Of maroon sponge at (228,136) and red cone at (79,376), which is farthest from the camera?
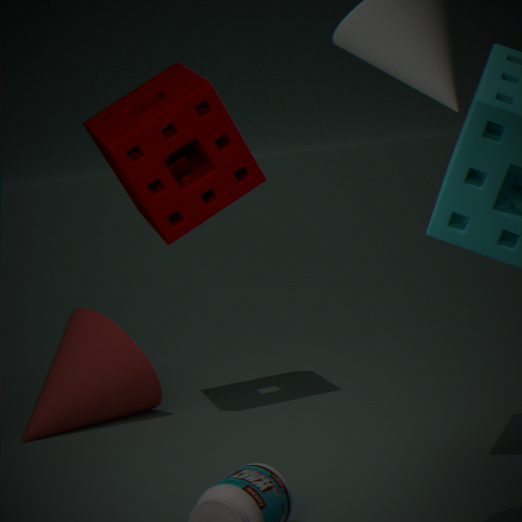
red cone at (79,376)
